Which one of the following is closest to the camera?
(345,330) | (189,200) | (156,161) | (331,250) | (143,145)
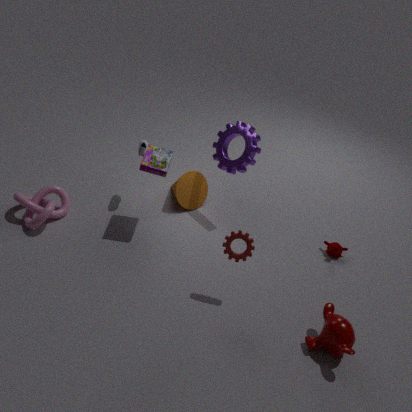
(345,330)
